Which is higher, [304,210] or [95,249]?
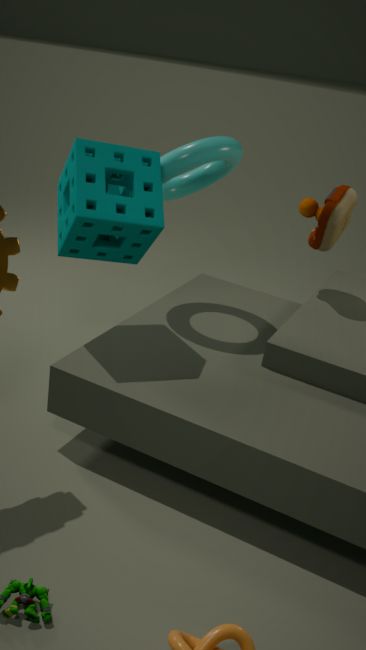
[95,249]
